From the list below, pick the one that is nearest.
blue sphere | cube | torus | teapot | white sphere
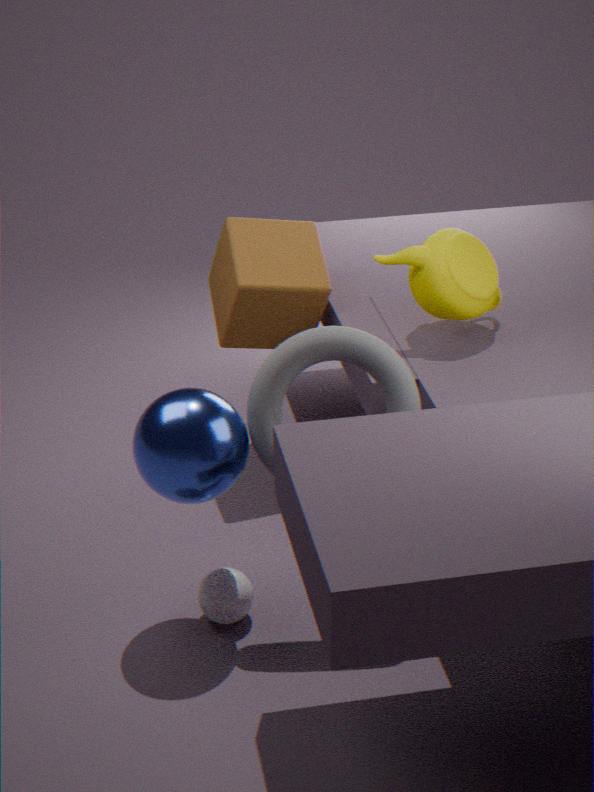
blue sphere
